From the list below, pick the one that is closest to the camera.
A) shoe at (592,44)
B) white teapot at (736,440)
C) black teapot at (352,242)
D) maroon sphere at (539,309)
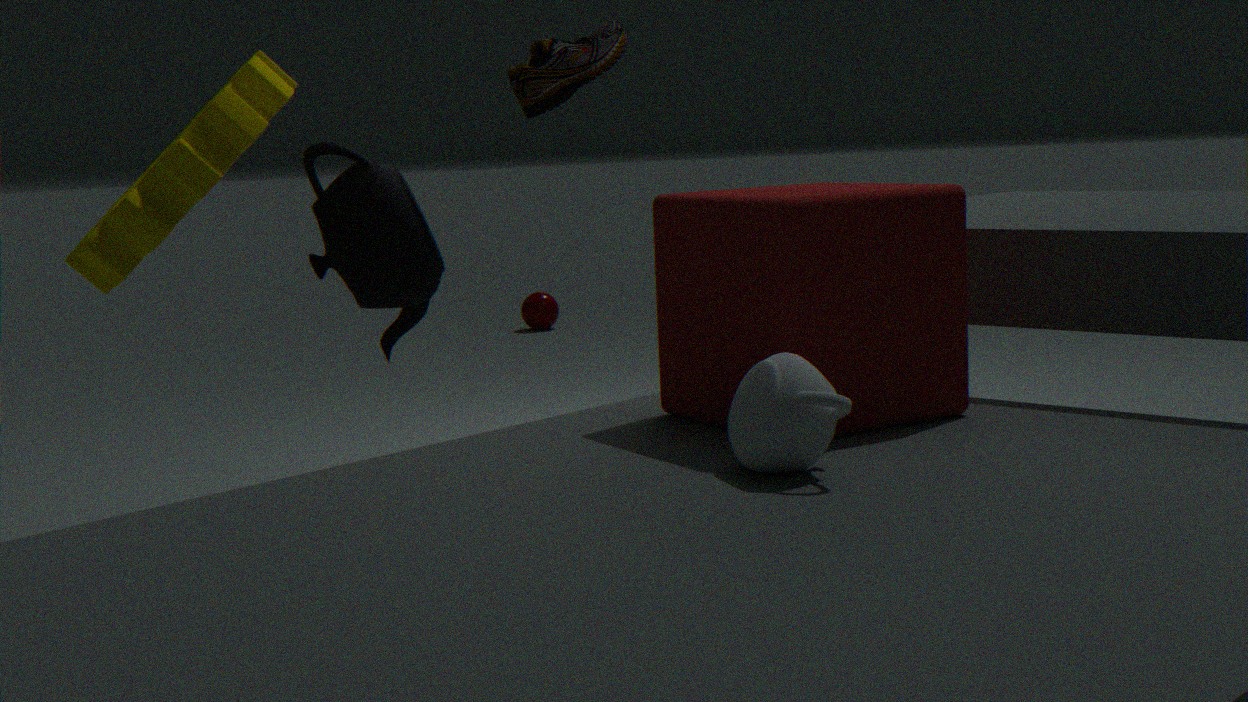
white teapot at (736,440)
